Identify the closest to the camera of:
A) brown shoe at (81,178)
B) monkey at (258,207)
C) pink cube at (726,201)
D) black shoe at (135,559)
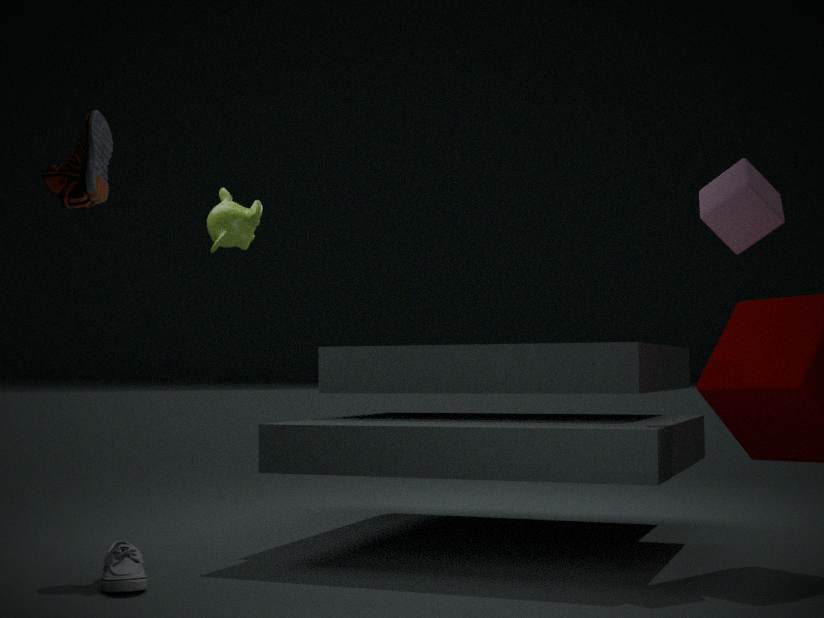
brown shoe at (81,178)
